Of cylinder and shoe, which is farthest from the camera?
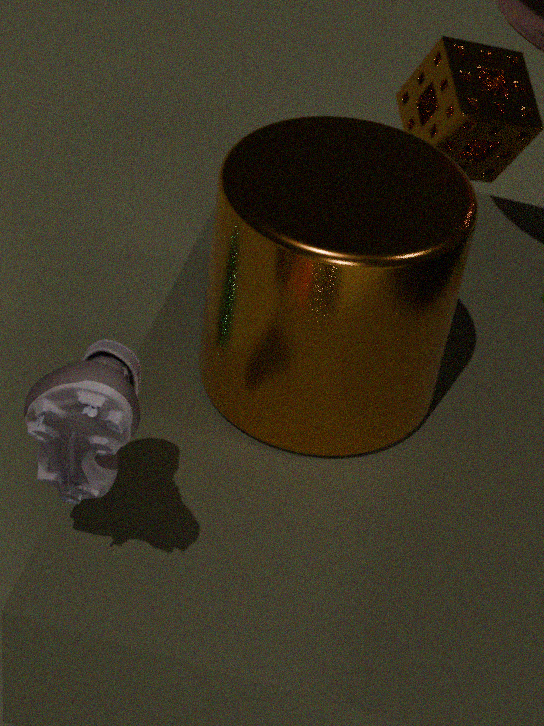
cylinder
